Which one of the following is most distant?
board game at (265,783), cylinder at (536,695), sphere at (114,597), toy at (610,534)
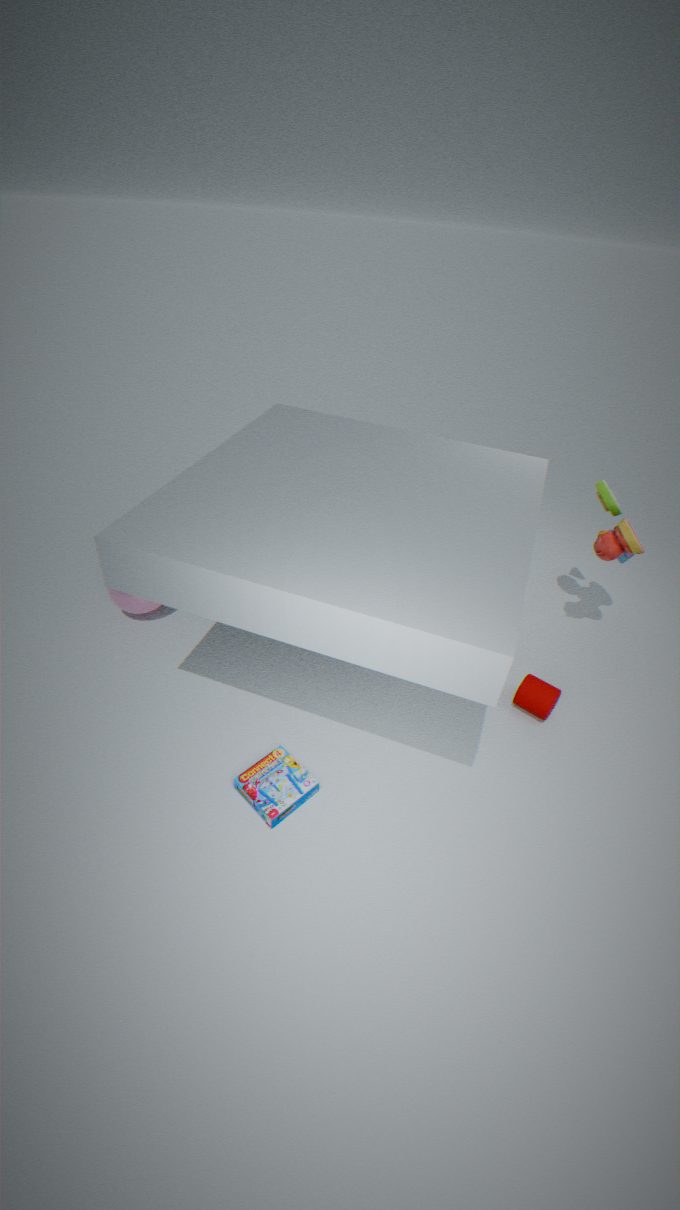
sphere at (114,597)
